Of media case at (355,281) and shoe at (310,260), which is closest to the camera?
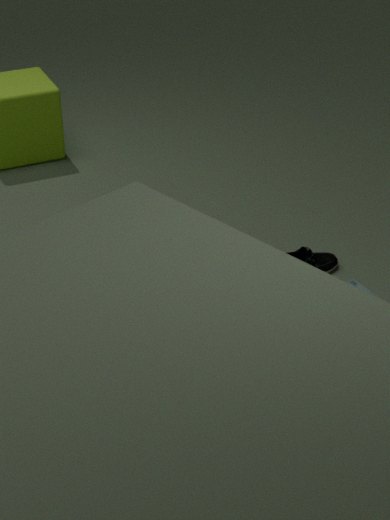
media case at (355,281)
